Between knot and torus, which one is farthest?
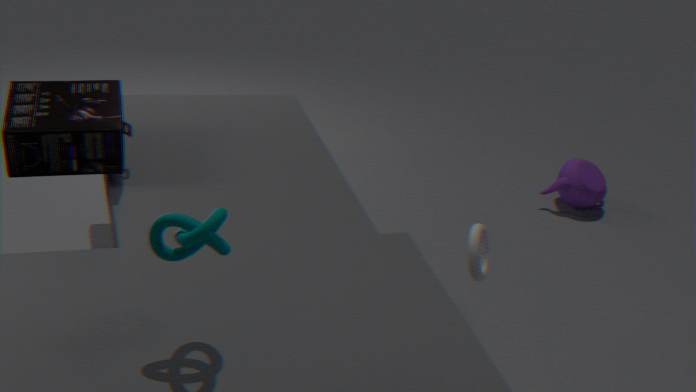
torus
